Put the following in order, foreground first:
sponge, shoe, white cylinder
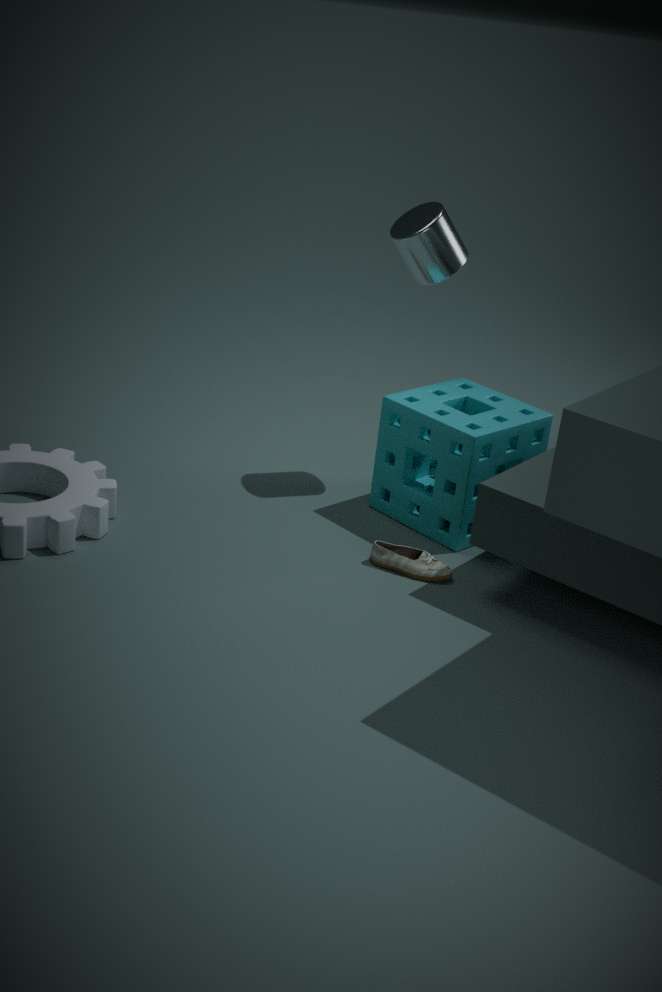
shoe
sponge
white cylinder
